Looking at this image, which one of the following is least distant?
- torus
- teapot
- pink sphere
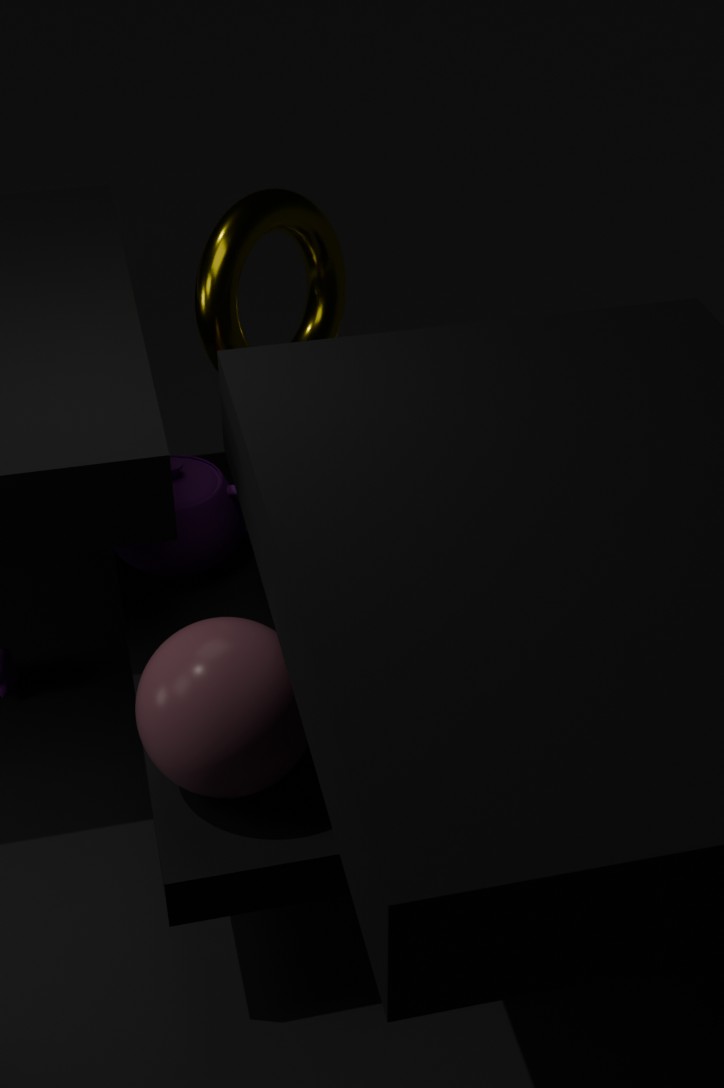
pink sphere
